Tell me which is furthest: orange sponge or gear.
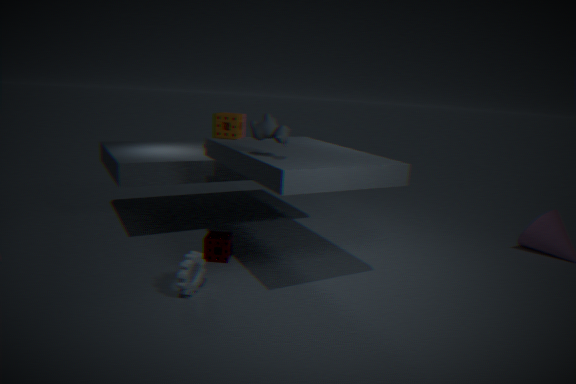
orange sponge
